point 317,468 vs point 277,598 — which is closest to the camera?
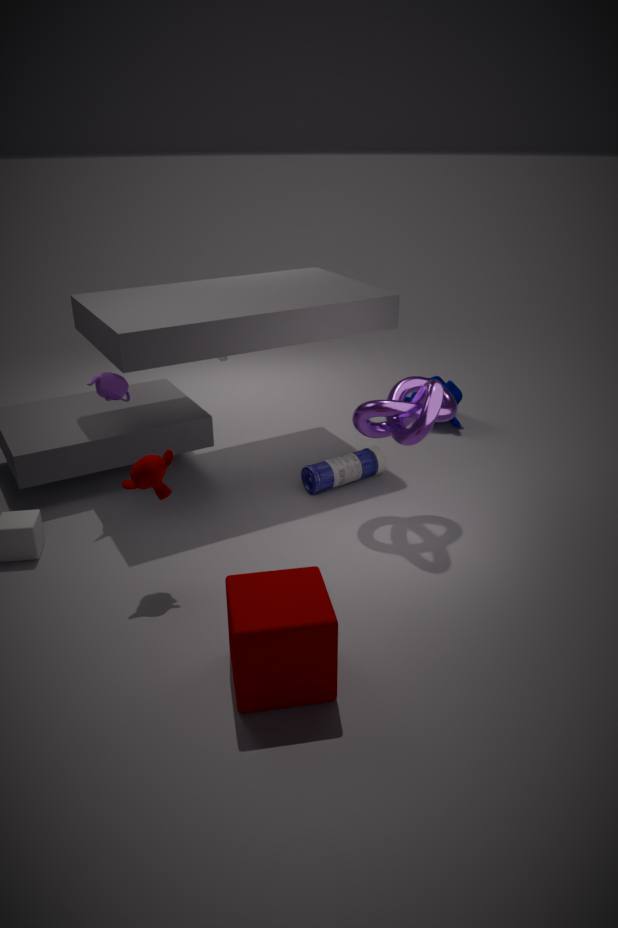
point 277,598
